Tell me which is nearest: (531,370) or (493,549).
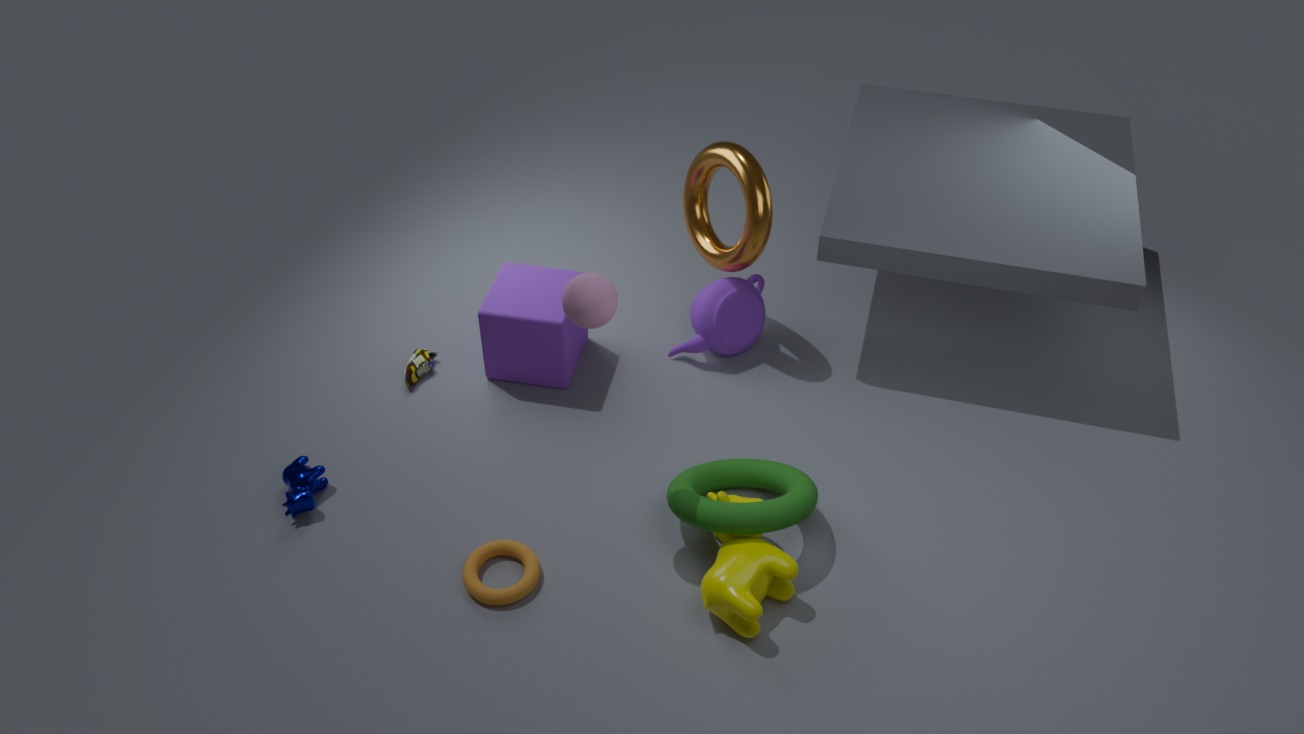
(493,549)
